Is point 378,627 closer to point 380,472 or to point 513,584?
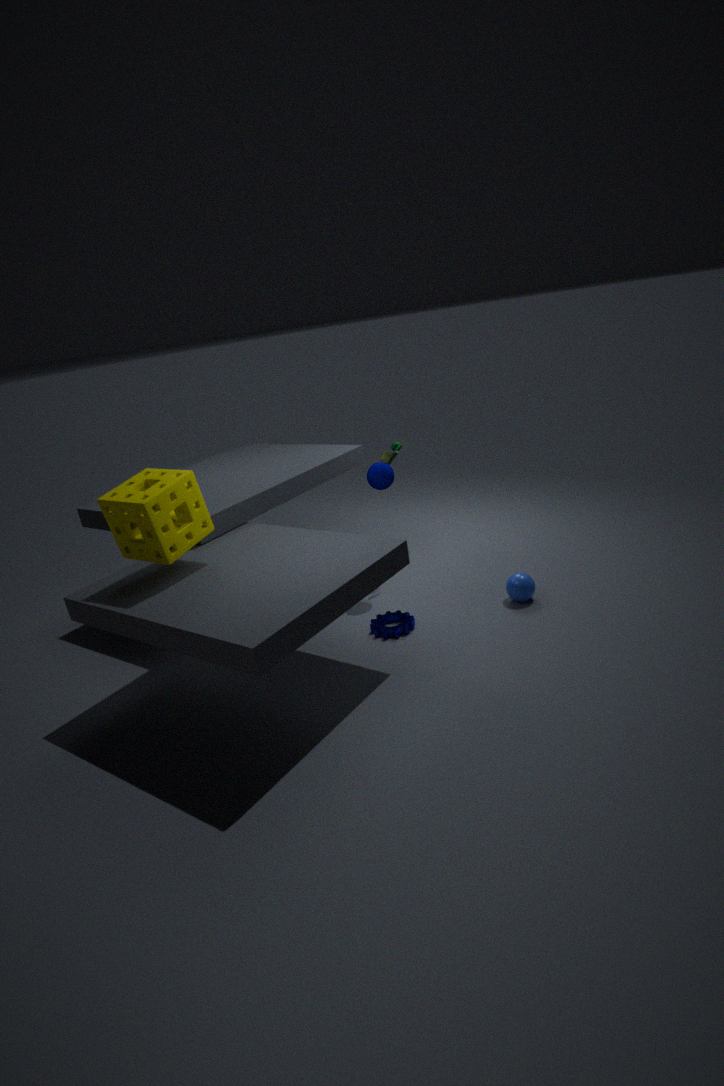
point 513,584
